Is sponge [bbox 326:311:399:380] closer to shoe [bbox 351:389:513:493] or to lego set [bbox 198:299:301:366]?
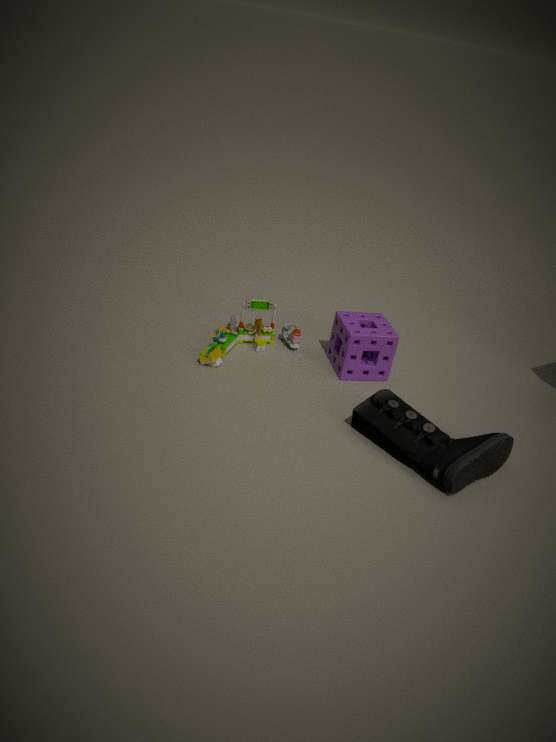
lego set [bbox 198:299:301:366]
